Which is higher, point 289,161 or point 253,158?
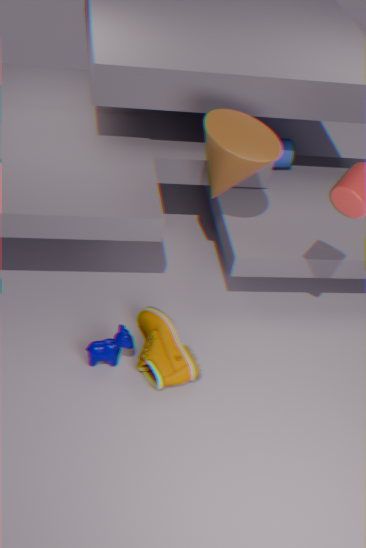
point 253,158
